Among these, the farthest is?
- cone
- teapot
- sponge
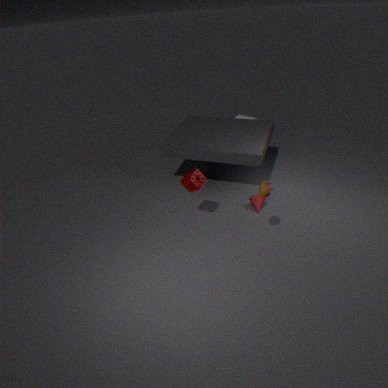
cone
